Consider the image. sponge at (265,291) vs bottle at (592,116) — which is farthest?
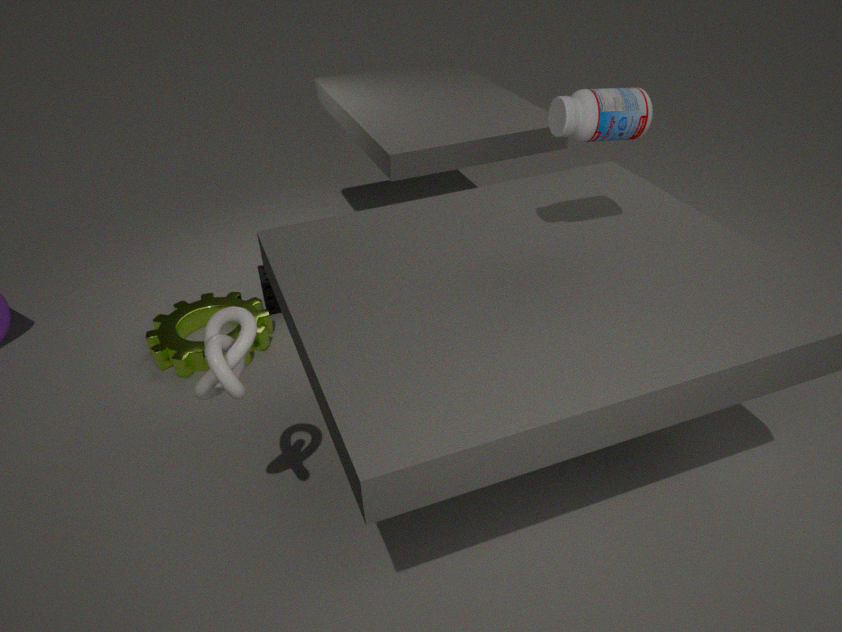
sponge at (265,291)
